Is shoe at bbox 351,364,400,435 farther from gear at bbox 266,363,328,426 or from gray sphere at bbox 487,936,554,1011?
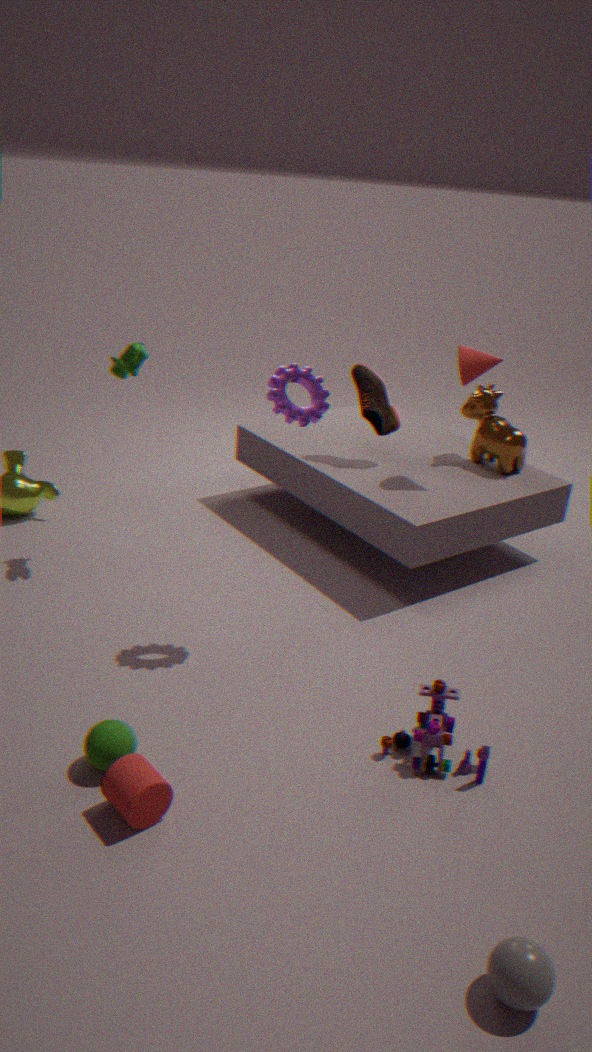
gray sphere at bbox 487,936,554,1011
